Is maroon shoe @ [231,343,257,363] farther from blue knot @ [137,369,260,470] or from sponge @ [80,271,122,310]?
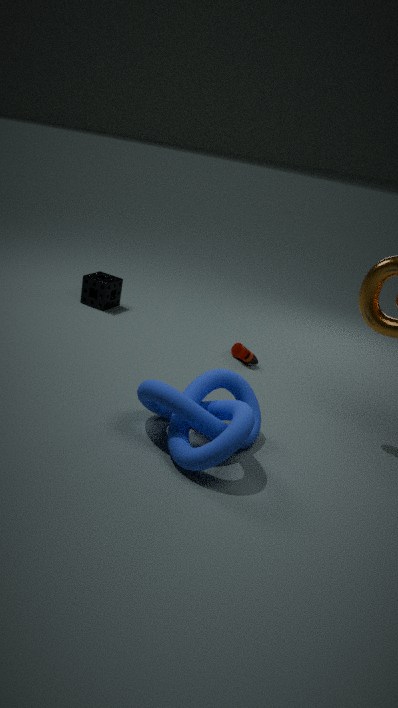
sponge @ [80,271,122,310]
